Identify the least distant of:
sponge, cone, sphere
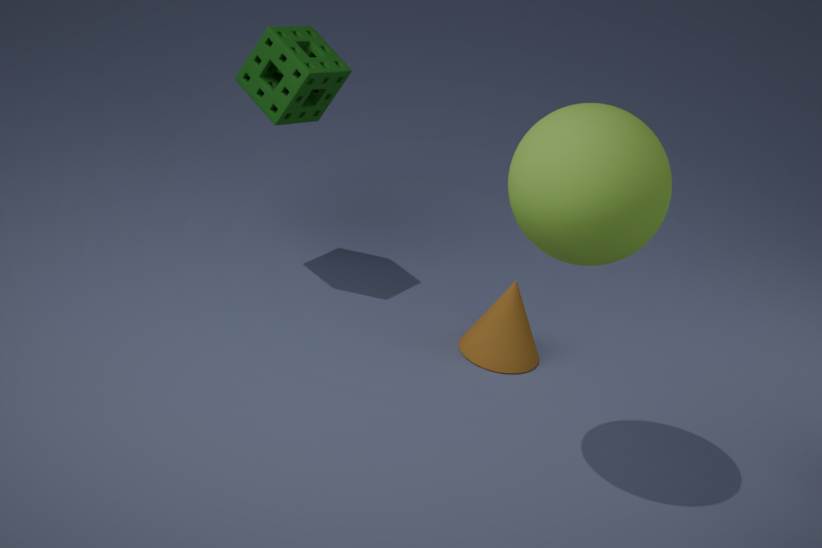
sphere
